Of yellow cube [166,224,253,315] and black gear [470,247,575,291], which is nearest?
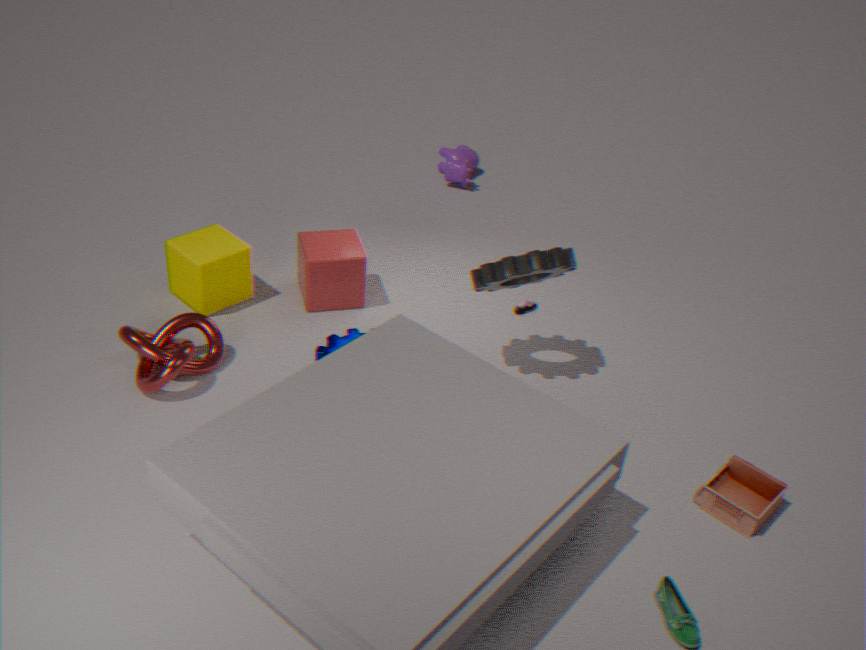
black gear [470,247,575,291]
